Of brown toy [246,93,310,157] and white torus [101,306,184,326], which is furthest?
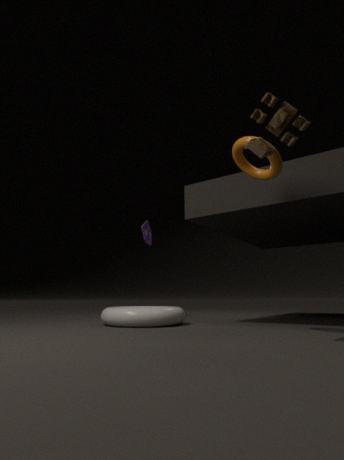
white torus [101,306,184,326]
